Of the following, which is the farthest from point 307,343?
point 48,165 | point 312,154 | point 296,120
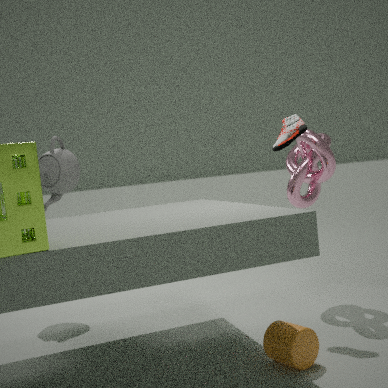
point 48,165
